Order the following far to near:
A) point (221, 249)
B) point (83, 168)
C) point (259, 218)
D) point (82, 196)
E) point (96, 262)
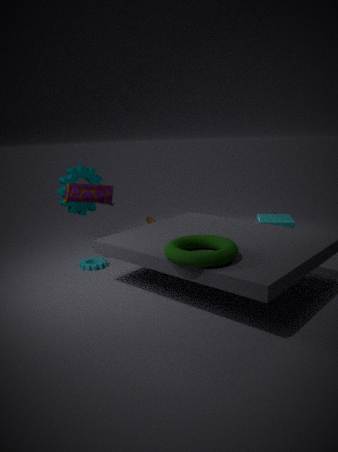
point (83, 168) → point (259, 218) → point (96, 262) → point (82, 196) → point (221, 249)
